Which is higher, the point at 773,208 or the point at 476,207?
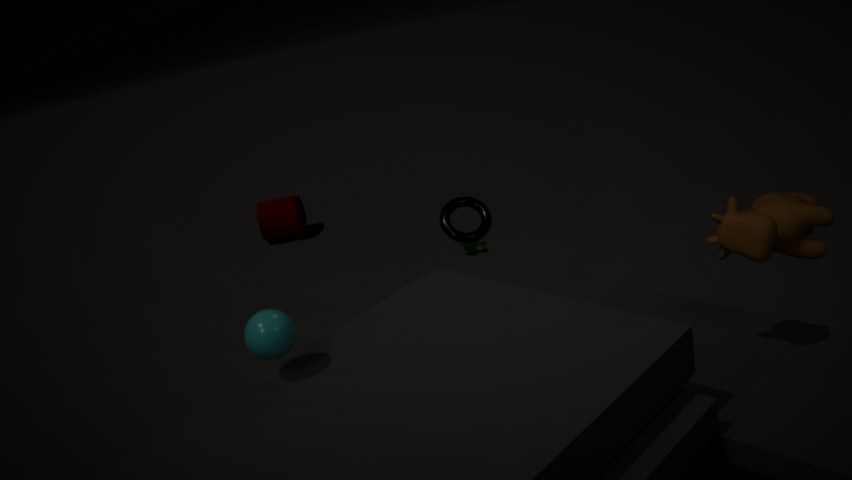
the point at 773,208
